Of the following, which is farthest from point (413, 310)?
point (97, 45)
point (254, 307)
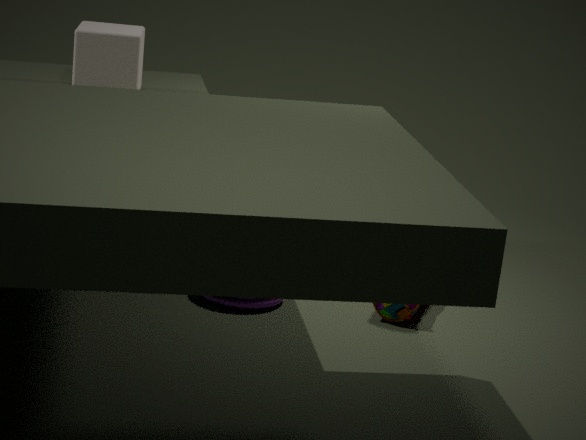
point (97, 45)
